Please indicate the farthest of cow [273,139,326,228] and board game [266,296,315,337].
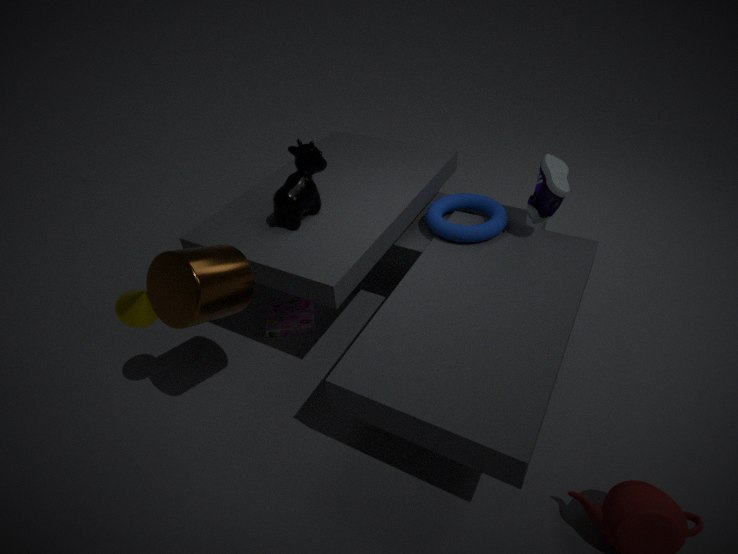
board game [266,296,315,337]
